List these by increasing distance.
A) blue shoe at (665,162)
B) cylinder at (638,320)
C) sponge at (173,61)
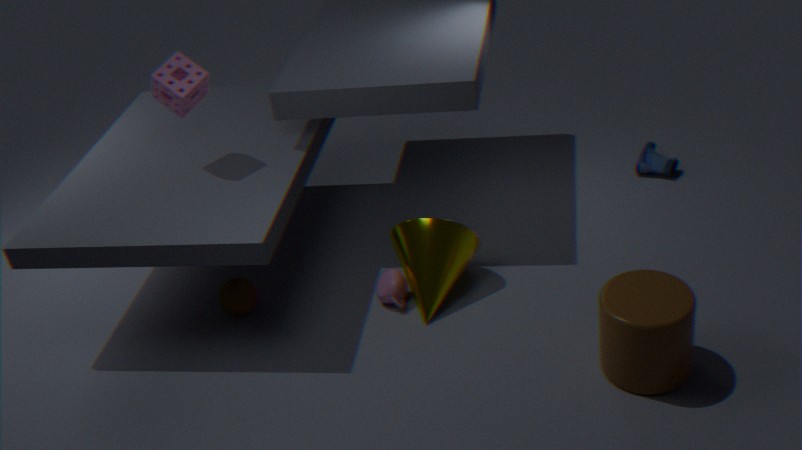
cylinder at (638,320), sponge at (173,61), blue shoe at (665,162)
